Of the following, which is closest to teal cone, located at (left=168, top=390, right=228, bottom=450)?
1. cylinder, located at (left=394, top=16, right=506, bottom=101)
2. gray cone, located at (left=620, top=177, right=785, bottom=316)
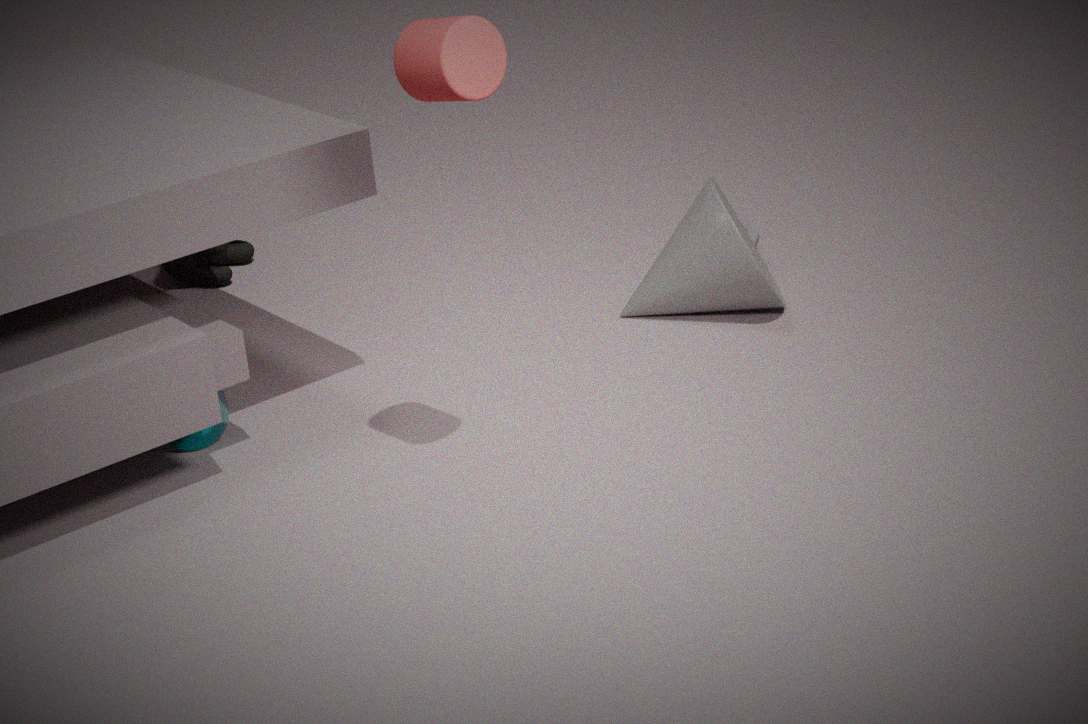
cylinder, located at (left=394, top=16, right=506, bottom=101)
